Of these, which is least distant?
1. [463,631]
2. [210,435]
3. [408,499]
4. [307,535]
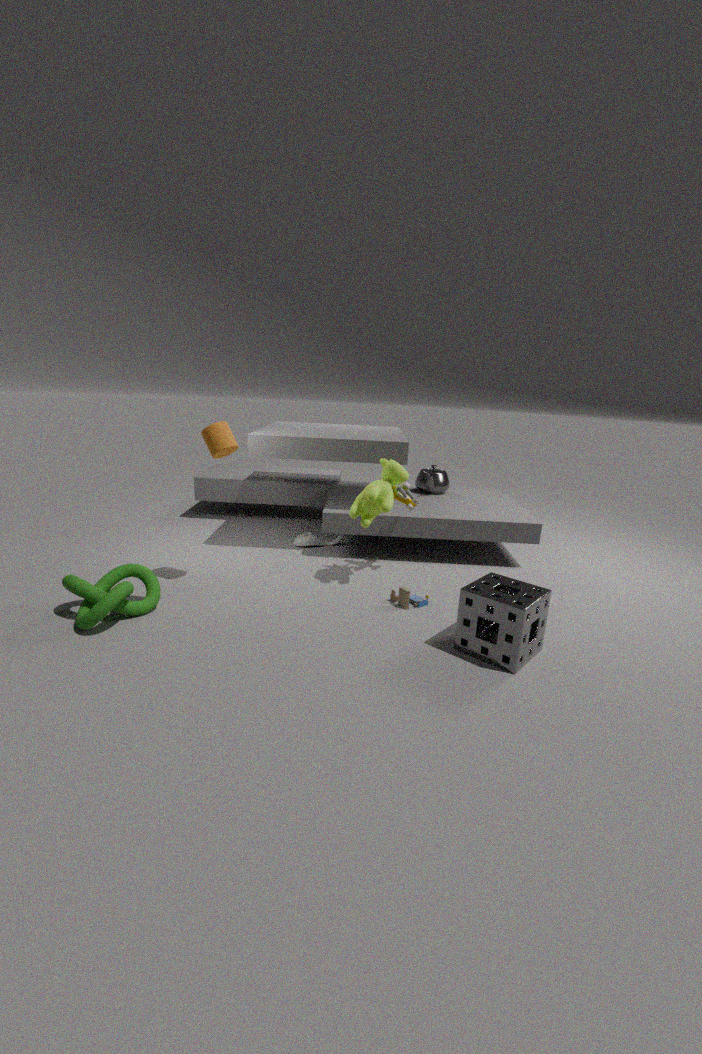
[463,631]
